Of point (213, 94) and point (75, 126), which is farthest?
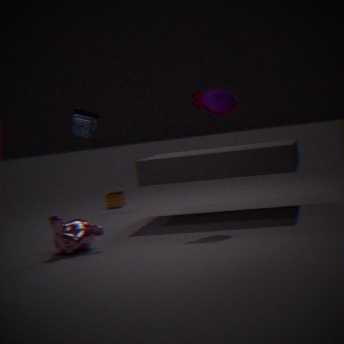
point (75, 126)
